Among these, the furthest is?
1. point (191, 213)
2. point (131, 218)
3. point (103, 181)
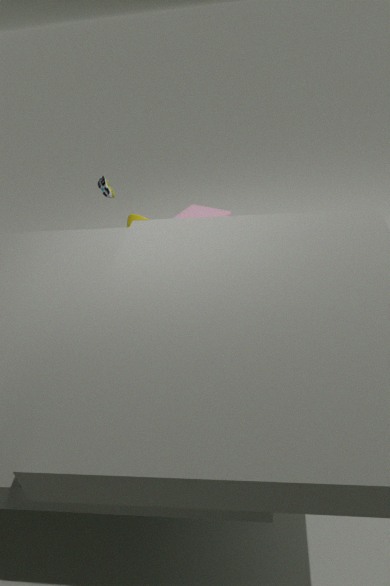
point (131, 218)
